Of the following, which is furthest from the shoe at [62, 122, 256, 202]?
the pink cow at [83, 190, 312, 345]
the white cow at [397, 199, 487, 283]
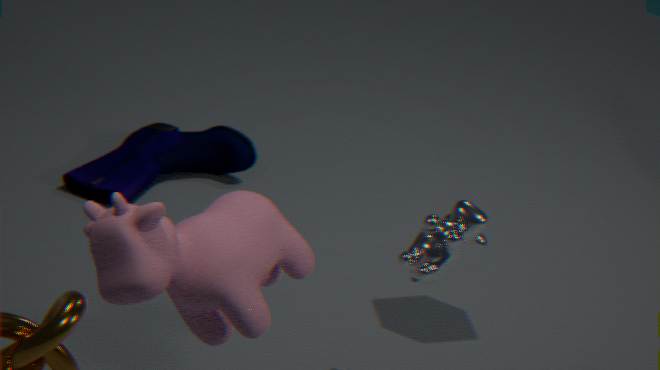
the white cow at [397, 199, 487, 283]
